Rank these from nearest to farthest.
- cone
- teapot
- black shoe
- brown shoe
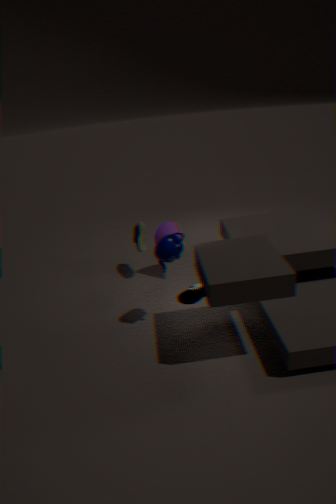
teapot
black shoe
cone
brown shoe
